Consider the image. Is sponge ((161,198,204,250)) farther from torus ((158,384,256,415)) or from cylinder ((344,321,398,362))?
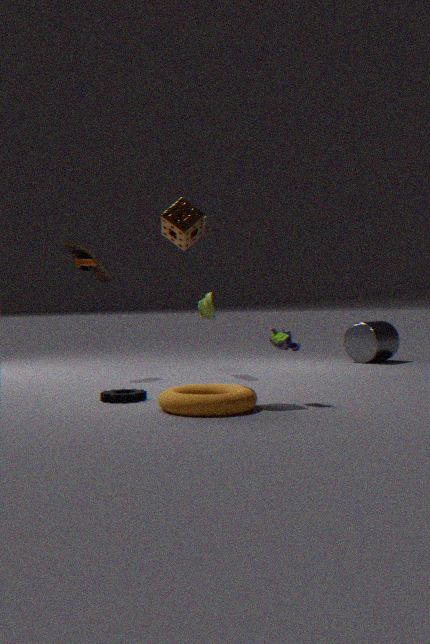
cylinder ((344,321,398,362))
